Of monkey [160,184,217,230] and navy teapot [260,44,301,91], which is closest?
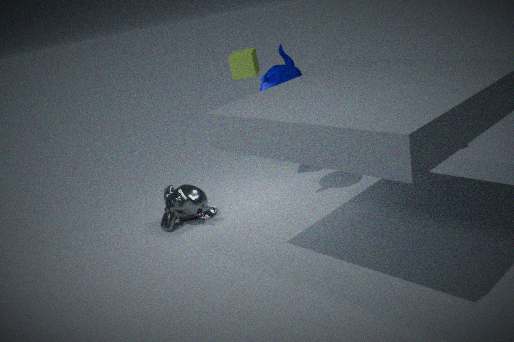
navy teapot [260,44,301,91]
